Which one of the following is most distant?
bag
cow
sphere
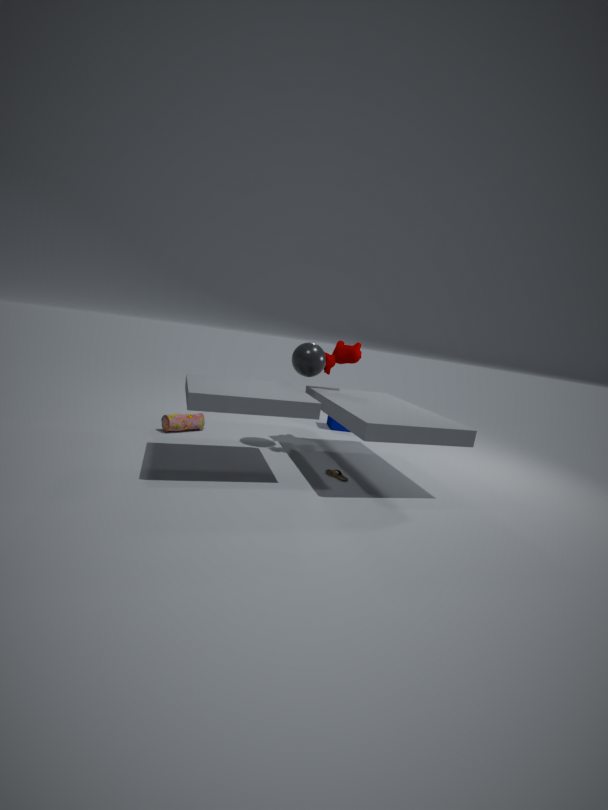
cow
